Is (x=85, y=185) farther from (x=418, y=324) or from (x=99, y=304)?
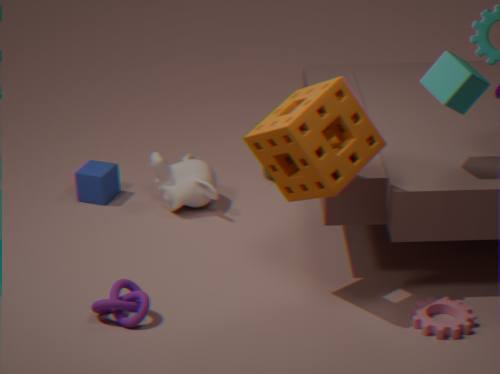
(x=418, y=324)
